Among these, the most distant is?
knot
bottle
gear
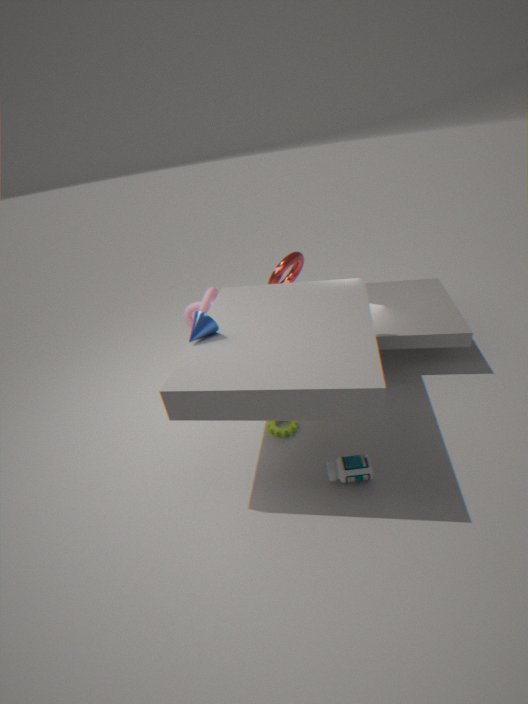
knot
